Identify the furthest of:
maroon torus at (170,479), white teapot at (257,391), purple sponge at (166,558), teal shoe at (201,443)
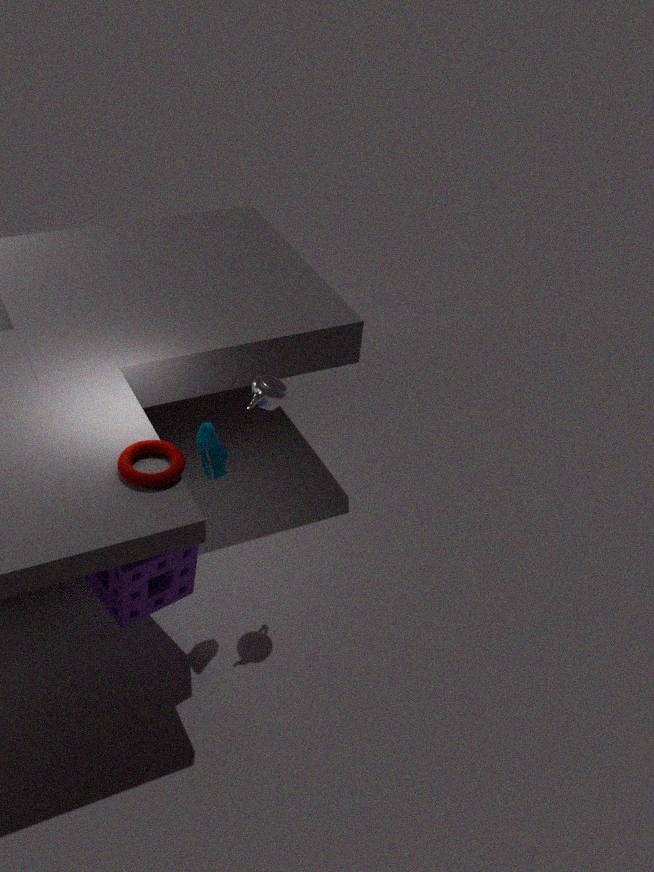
white teapot at (257,391)
